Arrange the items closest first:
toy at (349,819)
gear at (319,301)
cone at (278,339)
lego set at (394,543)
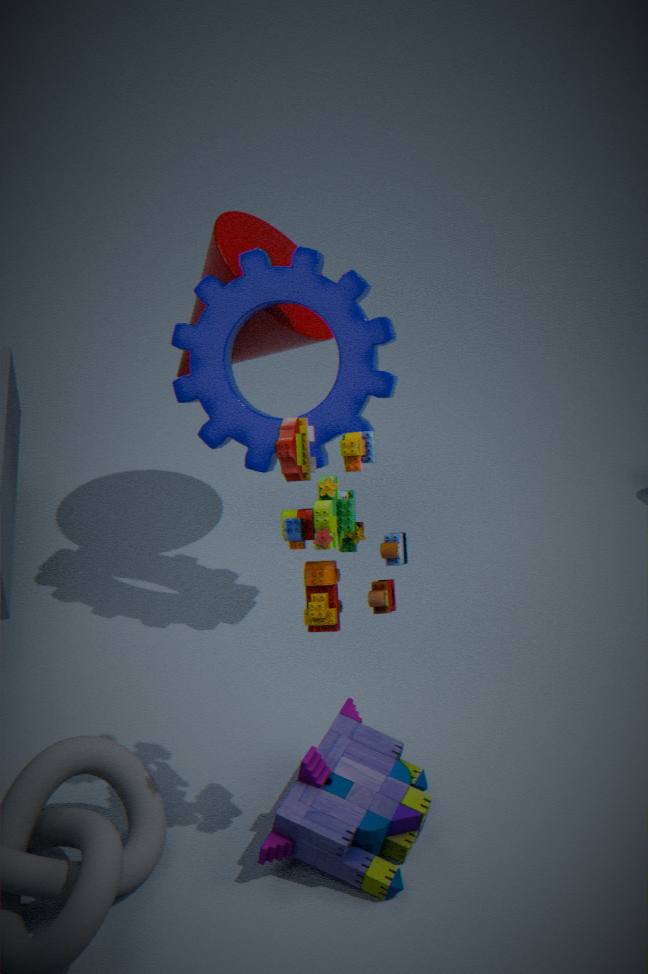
lego set at (394,543) < toy at (349,819) < gear at (319,301) < cone at (278,339)
